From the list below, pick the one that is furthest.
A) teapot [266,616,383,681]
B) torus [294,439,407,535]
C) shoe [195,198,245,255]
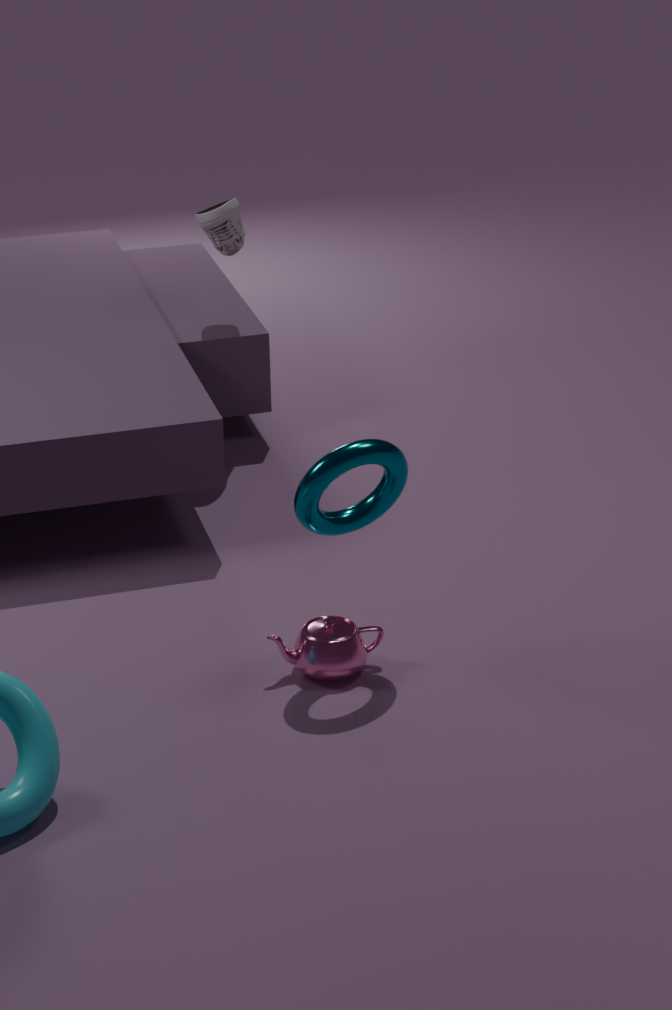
shoe [195,198,245,255]
